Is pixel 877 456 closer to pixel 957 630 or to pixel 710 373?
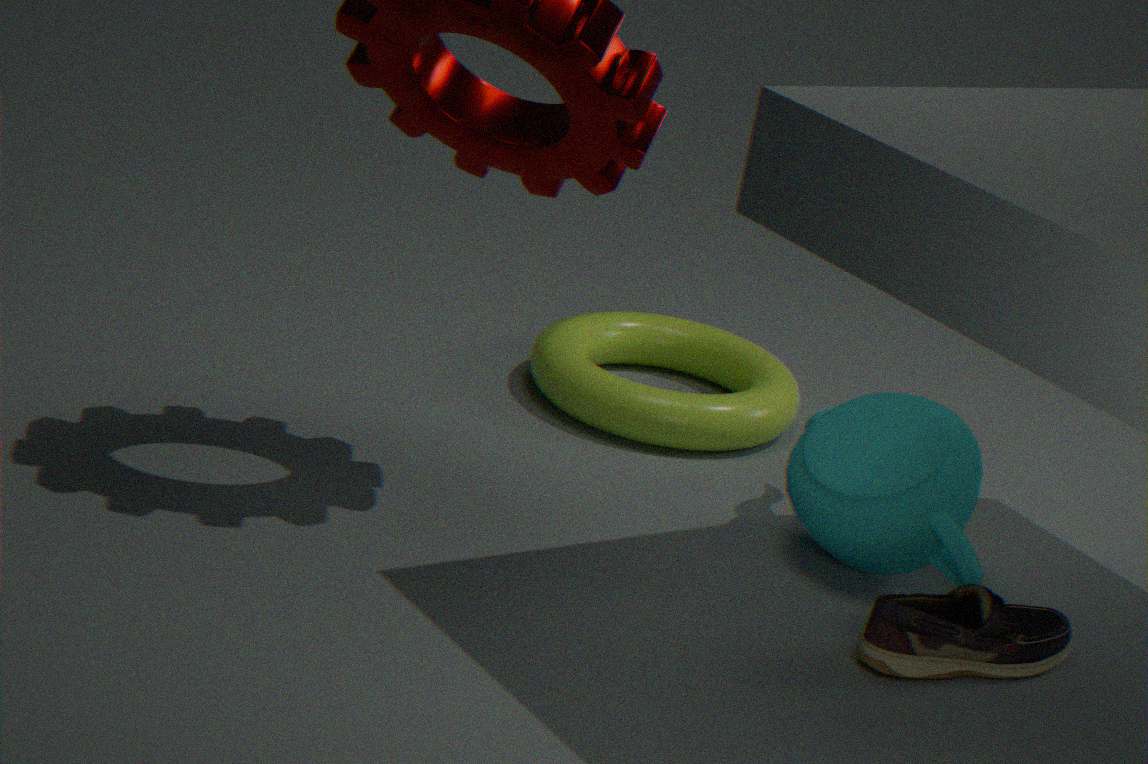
pixel 957 630
